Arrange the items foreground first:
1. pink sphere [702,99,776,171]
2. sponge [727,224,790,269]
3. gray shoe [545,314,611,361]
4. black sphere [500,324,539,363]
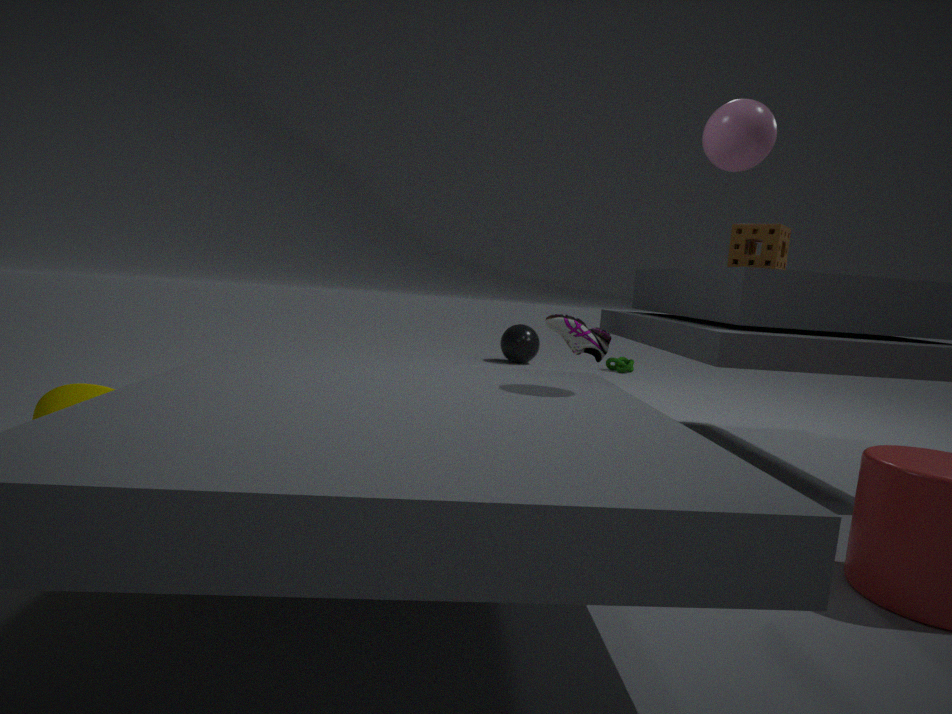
pink sphere [702,99,776,171] < sponge [727,224,790,269] < gray shoe [545,314,611,361] < black sphere [500,324,539,363]
